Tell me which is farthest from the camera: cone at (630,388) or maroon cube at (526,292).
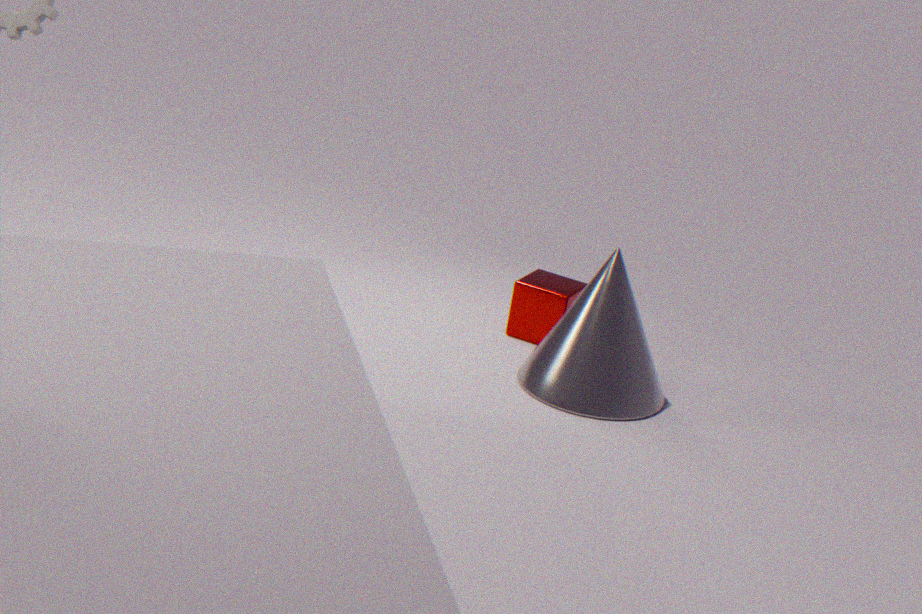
maroon cube at (526,292)
